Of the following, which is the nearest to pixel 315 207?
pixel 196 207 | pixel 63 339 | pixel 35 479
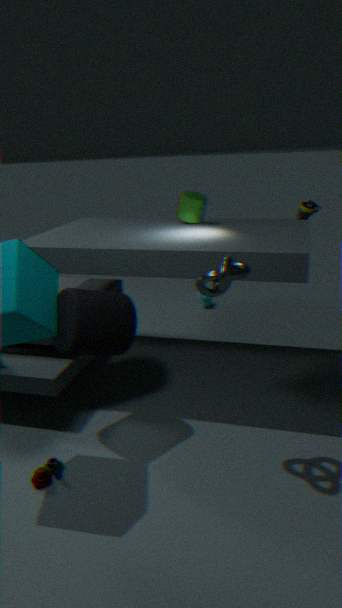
pixel 196 207
